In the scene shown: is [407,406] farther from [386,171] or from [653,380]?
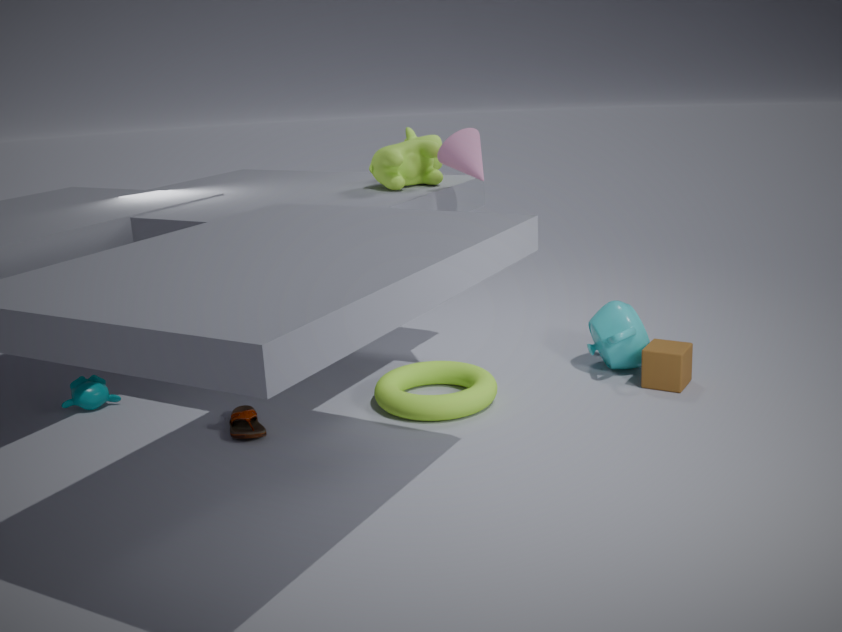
[386,171]
